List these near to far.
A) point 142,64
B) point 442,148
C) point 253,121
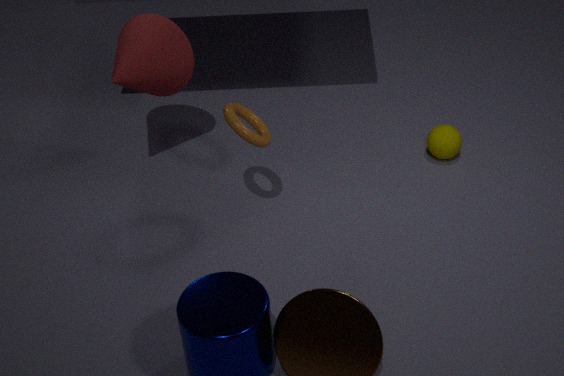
point 253,121, point 142,64, point 442,148
